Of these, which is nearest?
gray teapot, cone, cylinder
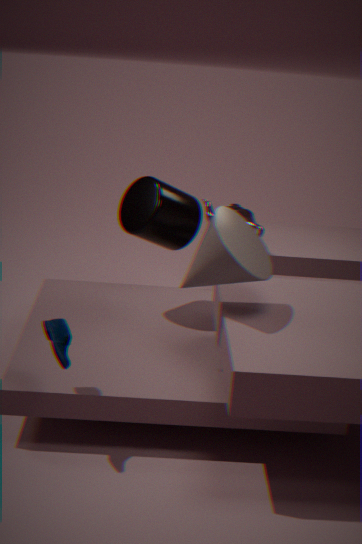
cone
